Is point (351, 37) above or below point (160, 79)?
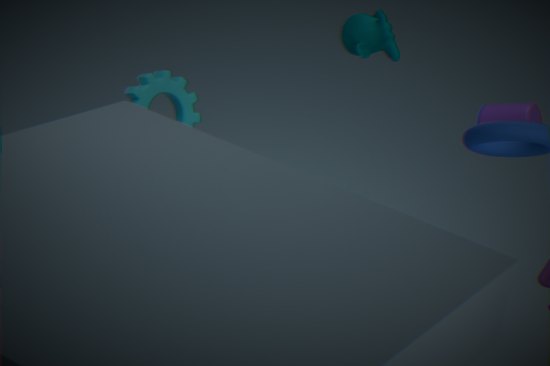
above
